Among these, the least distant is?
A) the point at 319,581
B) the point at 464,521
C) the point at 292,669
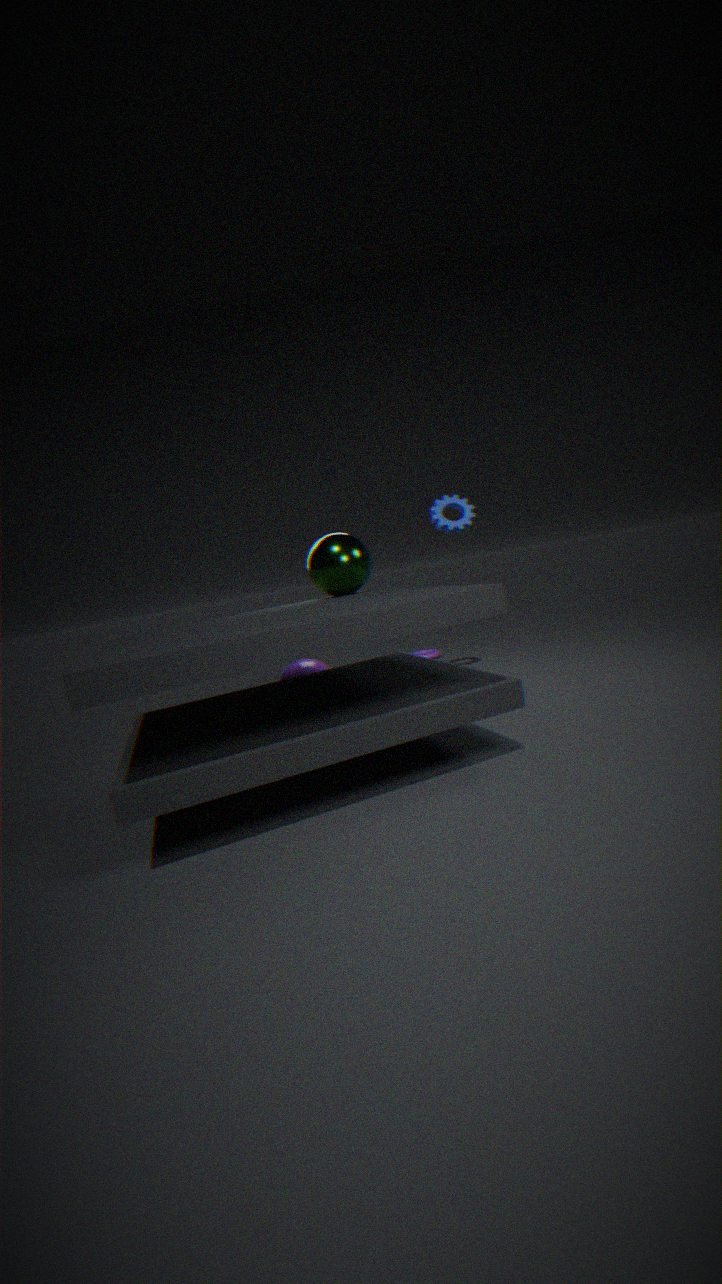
the point at 319,581
